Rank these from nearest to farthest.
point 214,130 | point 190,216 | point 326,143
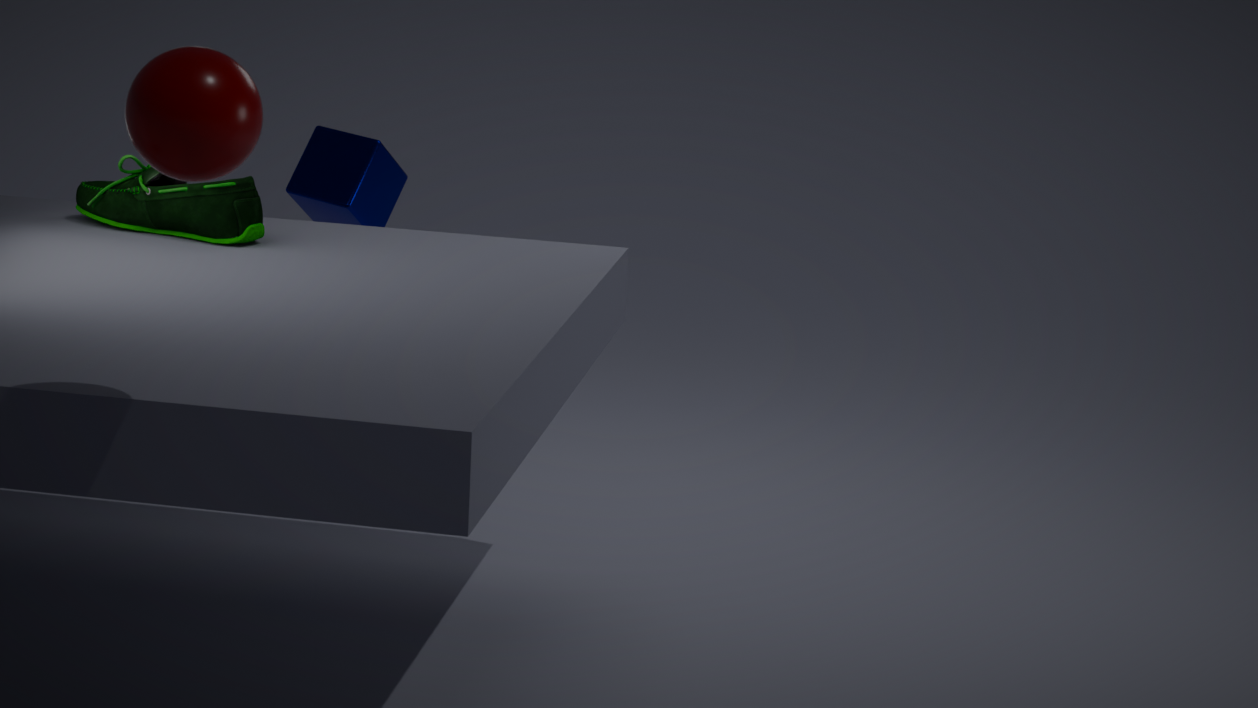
point 214,130 < point 190,216 < point 326,143
